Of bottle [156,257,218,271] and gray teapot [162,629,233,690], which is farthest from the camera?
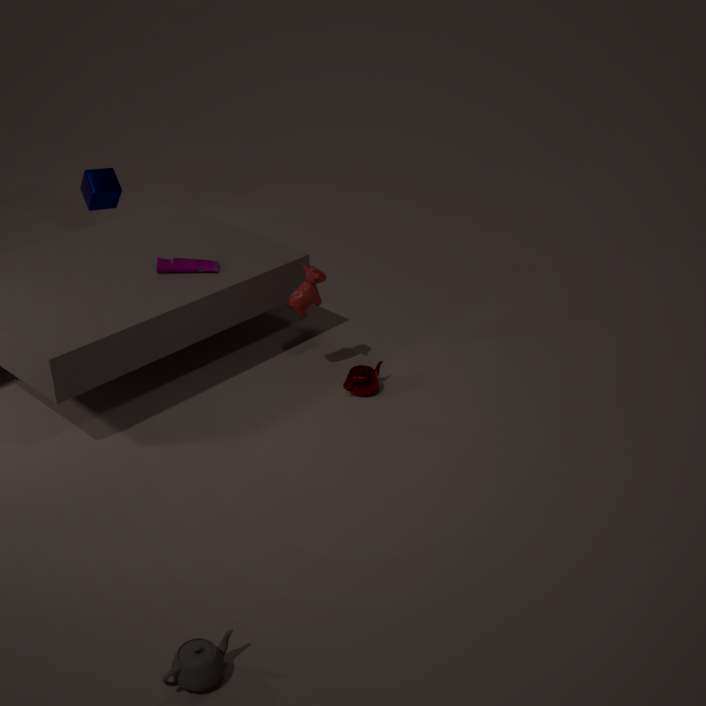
bottle [156,257,218,271]
